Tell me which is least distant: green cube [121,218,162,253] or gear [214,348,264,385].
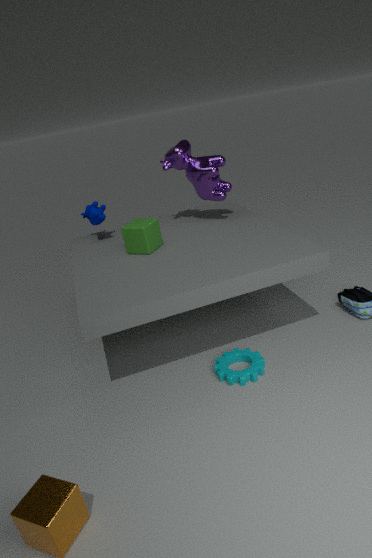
gear [214,348,264,385]
